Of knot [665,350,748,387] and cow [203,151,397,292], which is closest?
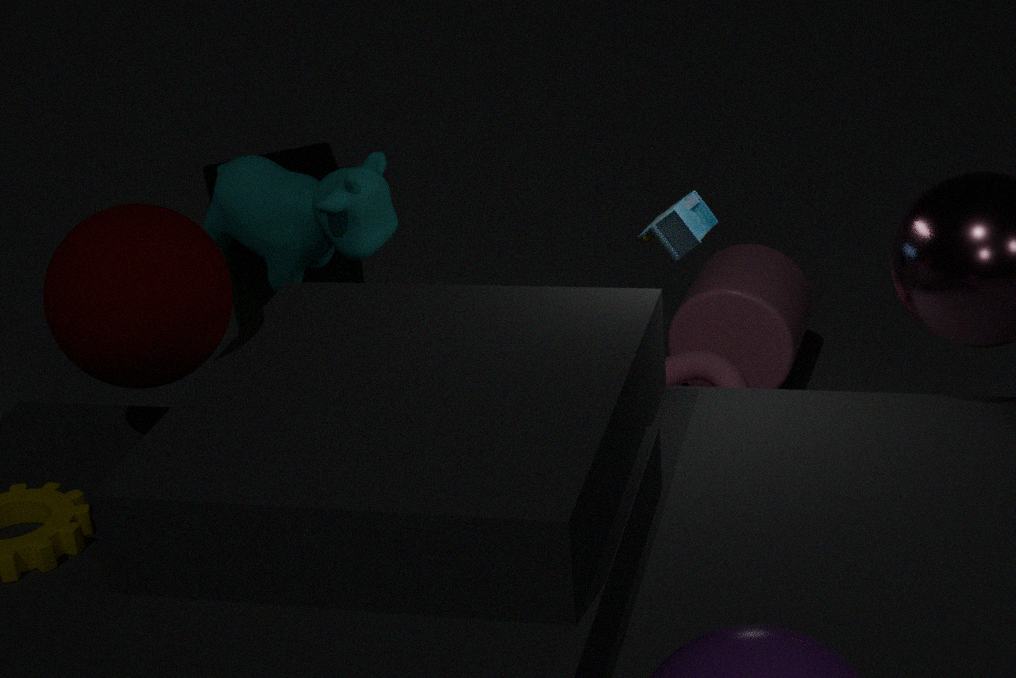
cow [203,151,397,292]
